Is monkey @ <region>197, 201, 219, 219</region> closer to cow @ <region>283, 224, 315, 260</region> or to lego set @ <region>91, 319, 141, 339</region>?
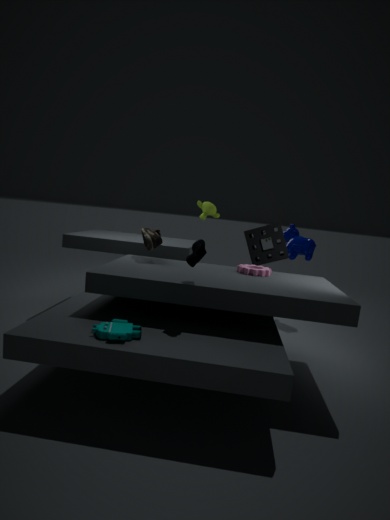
cow @ <region>283, 224, 315, 260</region>
